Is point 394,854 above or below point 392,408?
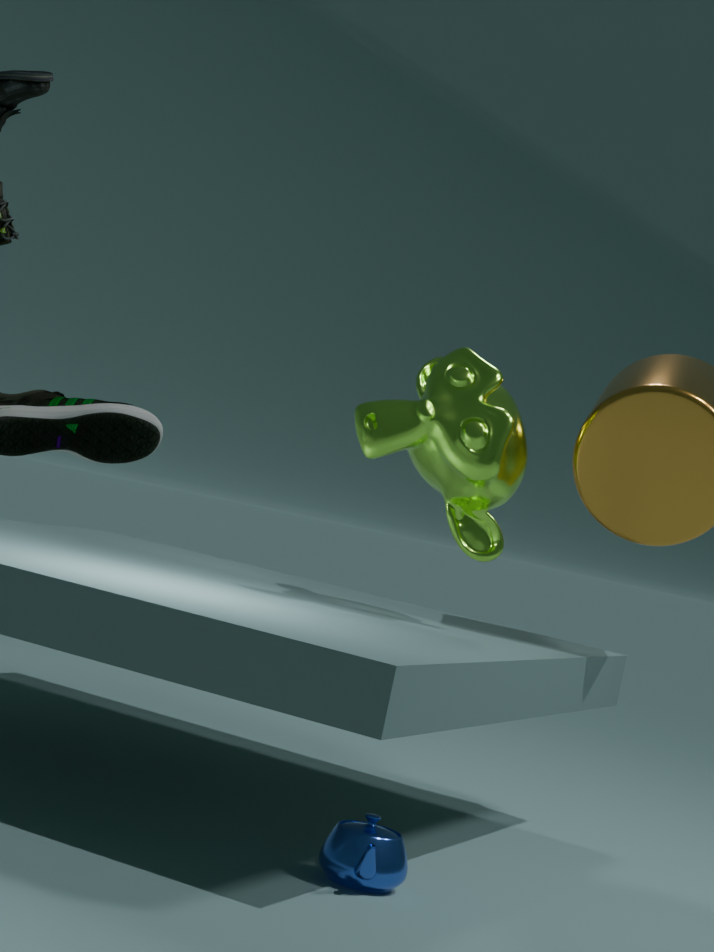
below
